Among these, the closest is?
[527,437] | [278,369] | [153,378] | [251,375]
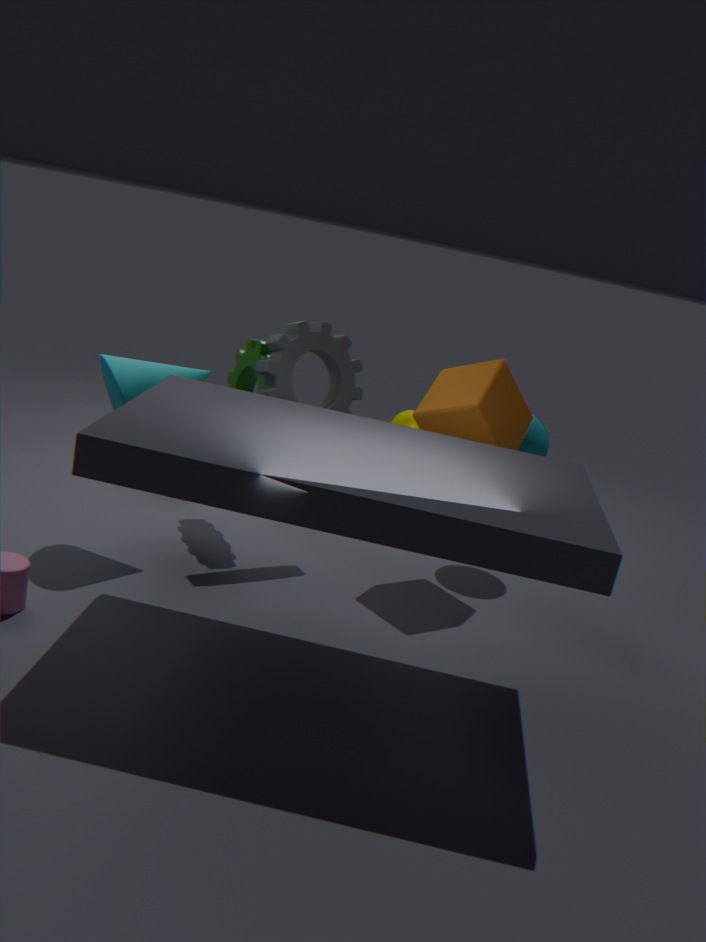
[153,378]
